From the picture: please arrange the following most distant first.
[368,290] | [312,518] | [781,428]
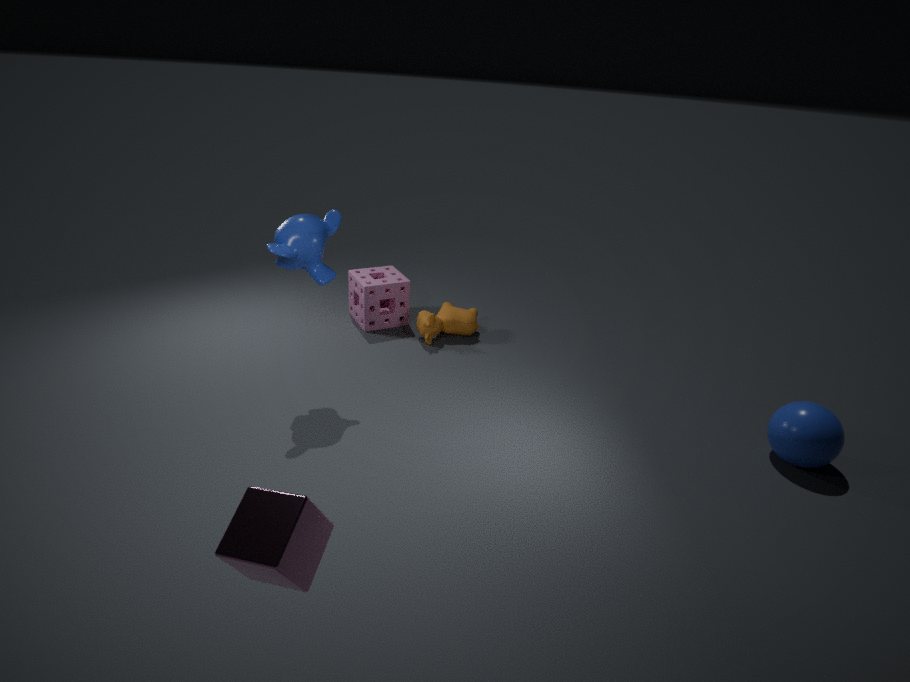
[368,290]
[781,428]
[312,518]
